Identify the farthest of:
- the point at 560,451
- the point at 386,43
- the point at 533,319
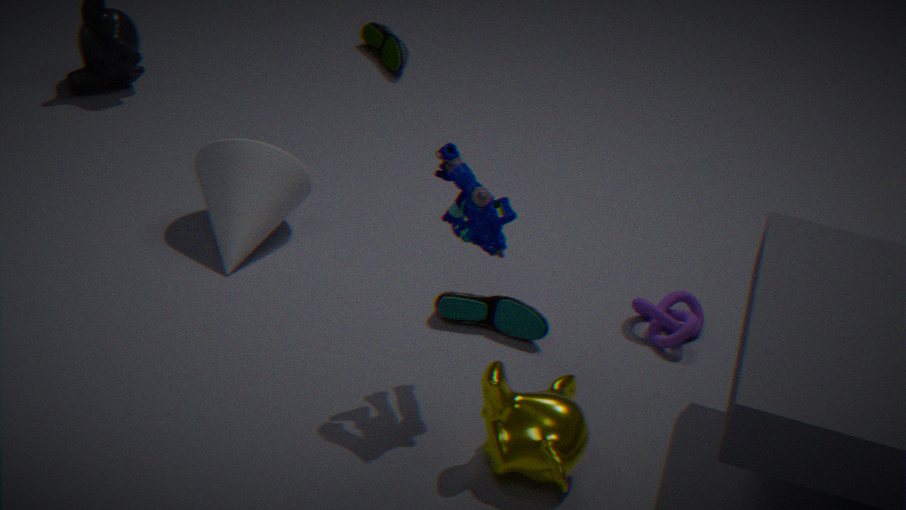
the point at 386,43
